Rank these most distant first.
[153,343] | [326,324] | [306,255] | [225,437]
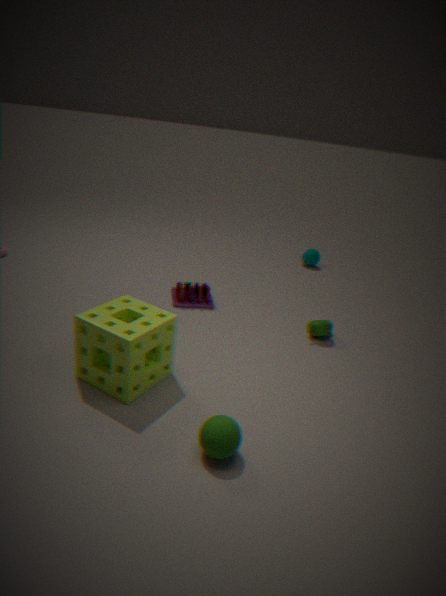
1. [306,255]
2. [326,324]
3. [153,343]
4. [225,437]
